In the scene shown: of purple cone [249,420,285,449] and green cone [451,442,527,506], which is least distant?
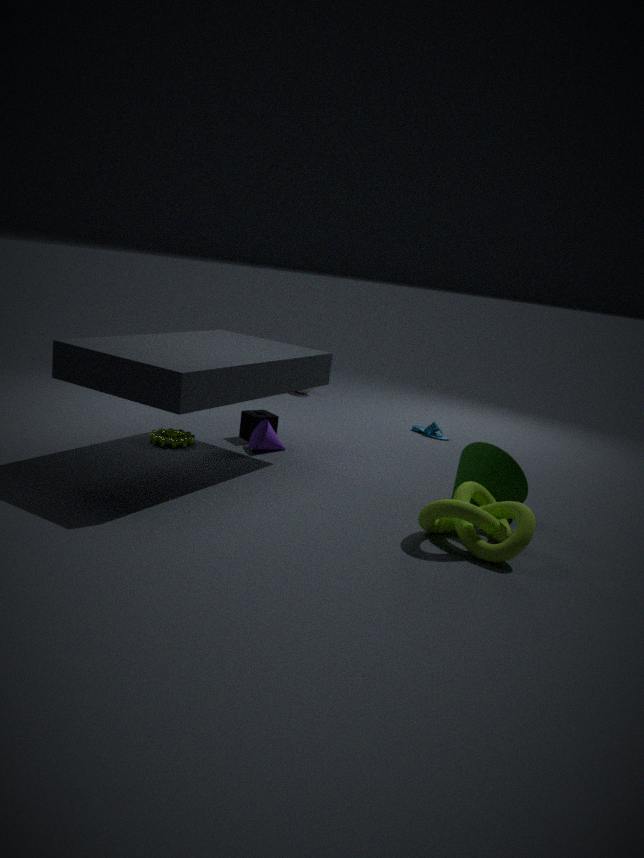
green cone [451,442,527,506]
